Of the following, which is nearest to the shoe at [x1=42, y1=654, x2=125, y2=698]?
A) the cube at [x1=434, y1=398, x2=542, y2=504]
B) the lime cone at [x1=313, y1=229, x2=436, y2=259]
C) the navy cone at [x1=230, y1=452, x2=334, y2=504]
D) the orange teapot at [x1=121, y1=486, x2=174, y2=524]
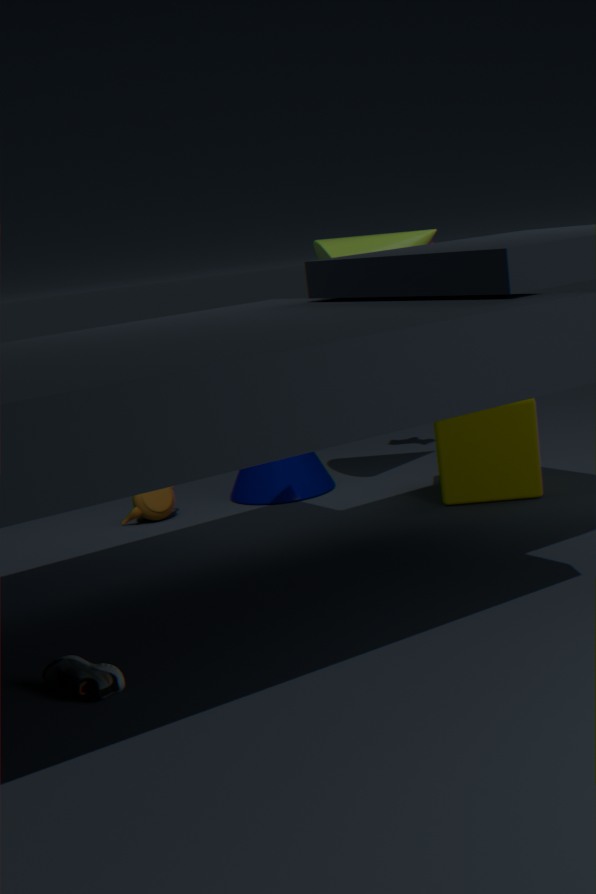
the orange teapot at [x1=121, y1=486, x2=174, y2=524]
